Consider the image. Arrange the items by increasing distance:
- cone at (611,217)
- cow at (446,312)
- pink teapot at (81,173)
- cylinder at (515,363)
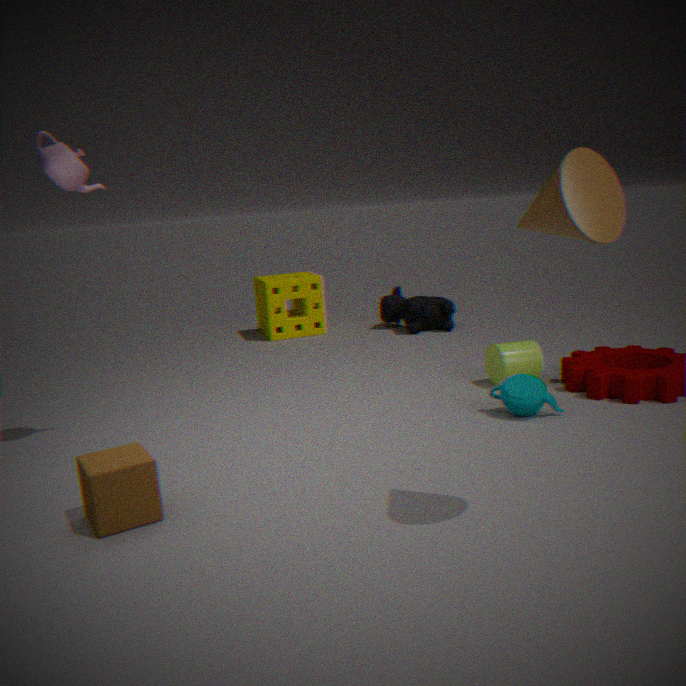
1. cone at (611,217)
2. pink teapot at (81,173)
3. cylinder at (515,363)
4. cow at (446,312)
